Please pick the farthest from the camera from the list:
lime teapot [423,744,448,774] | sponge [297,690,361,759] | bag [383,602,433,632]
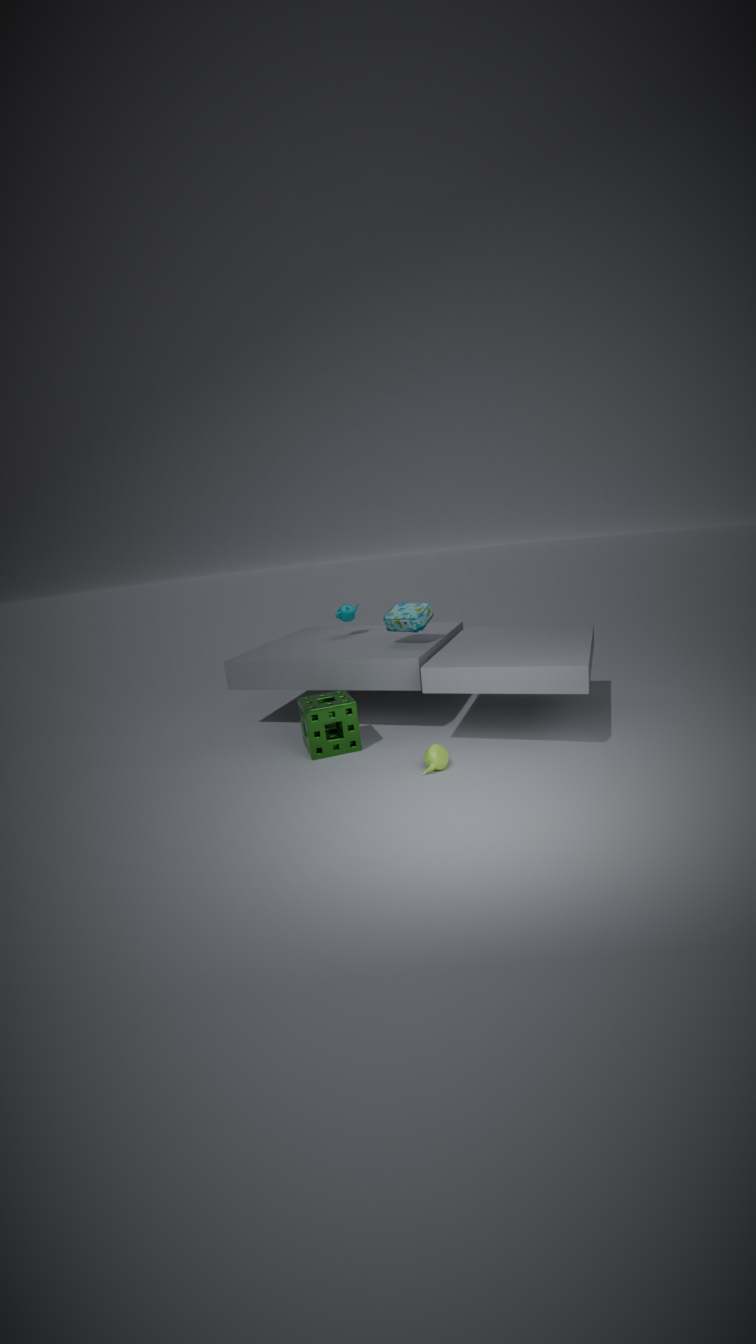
bag [383,602,433,632]
